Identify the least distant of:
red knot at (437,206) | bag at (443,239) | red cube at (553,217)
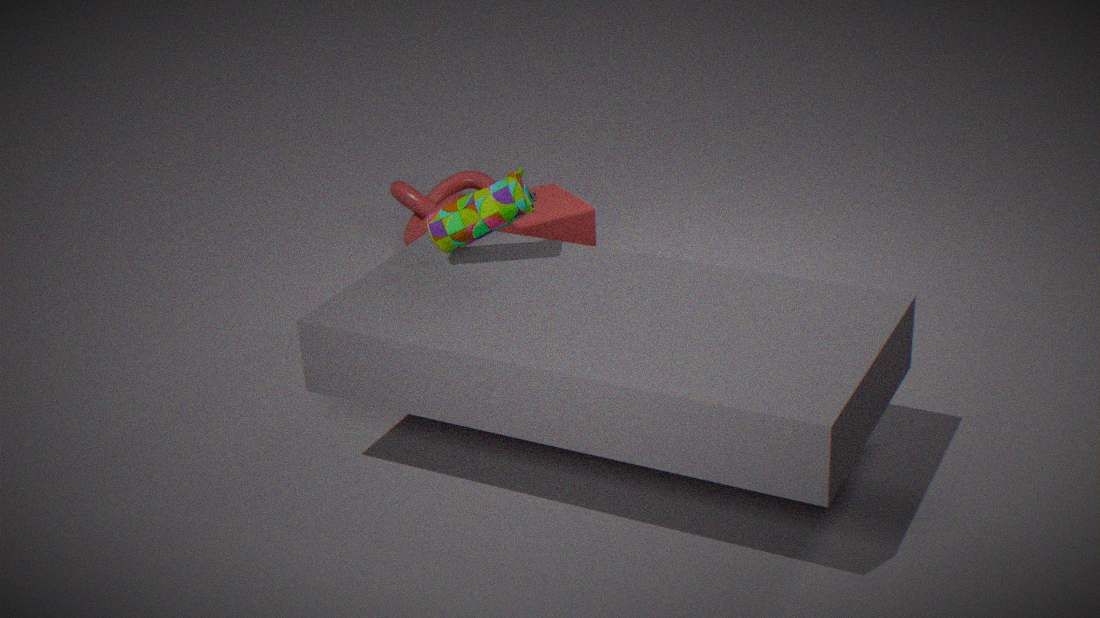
bag at (443,239)
